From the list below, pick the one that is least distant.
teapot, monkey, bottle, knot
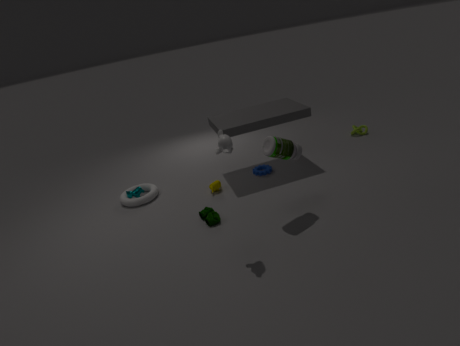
monkey
